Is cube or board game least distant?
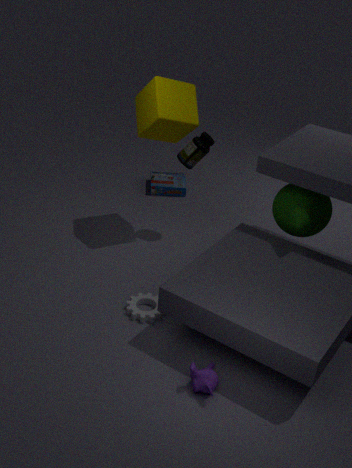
cube
